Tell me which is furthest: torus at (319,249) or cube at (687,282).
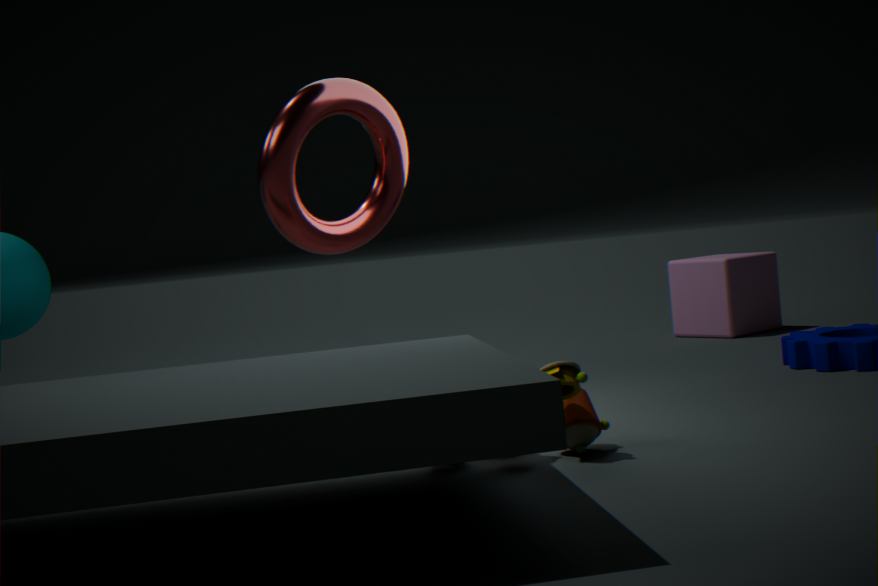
cube at (687,282)
